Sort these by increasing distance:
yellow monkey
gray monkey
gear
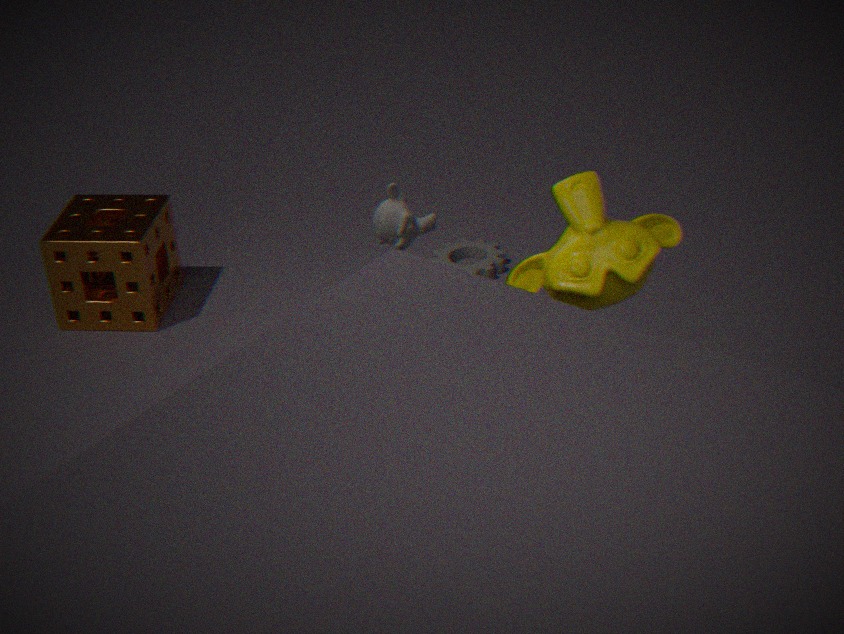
yellow monkey, gray monkey, gear
